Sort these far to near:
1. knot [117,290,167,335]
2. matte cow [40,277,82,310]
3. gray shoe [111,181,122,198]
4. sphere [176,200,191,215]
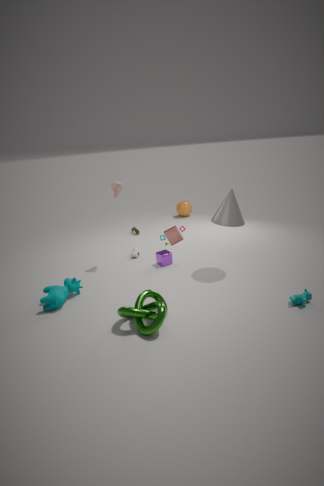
sphere [176,200,191,215] → gray shoe [111,181,122,198] → matte cow [40,277,82,310] → knot [117,290,167,335]
